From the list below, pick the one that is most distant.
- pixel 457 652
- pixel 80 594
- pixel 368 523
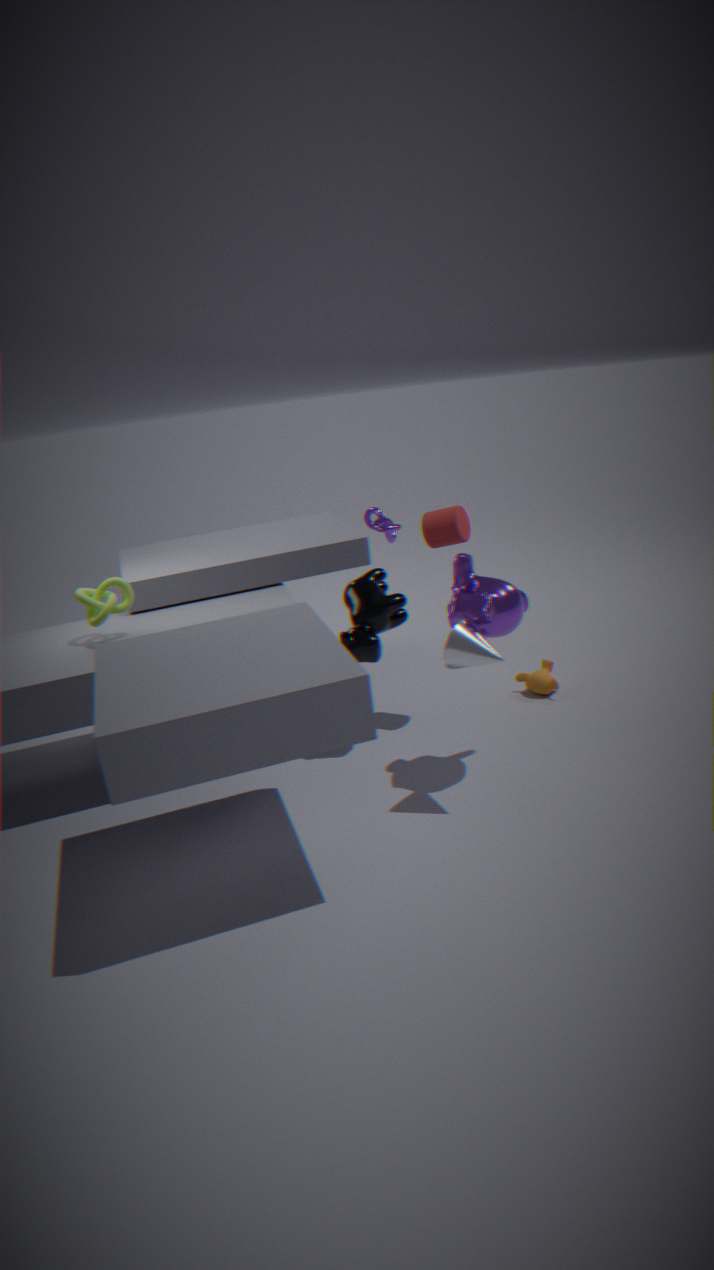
pixel 368 523
